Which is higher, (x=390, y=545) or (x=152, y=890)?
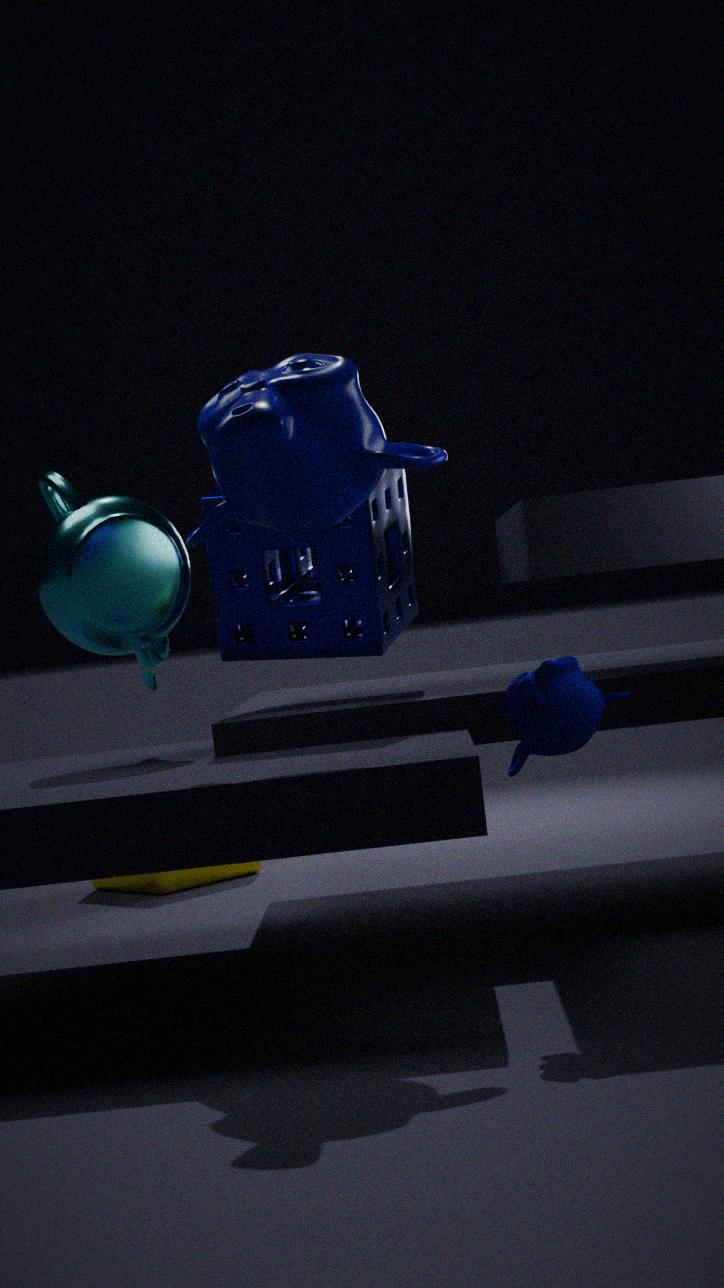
(x=390, y=545)
